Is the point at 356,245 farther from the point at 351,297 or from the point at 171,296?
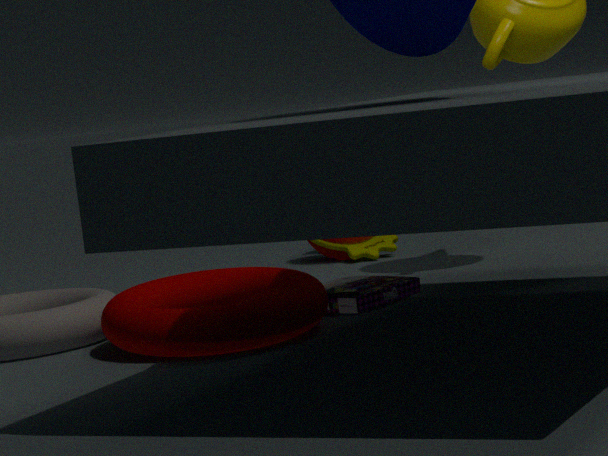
the point at 171,296
